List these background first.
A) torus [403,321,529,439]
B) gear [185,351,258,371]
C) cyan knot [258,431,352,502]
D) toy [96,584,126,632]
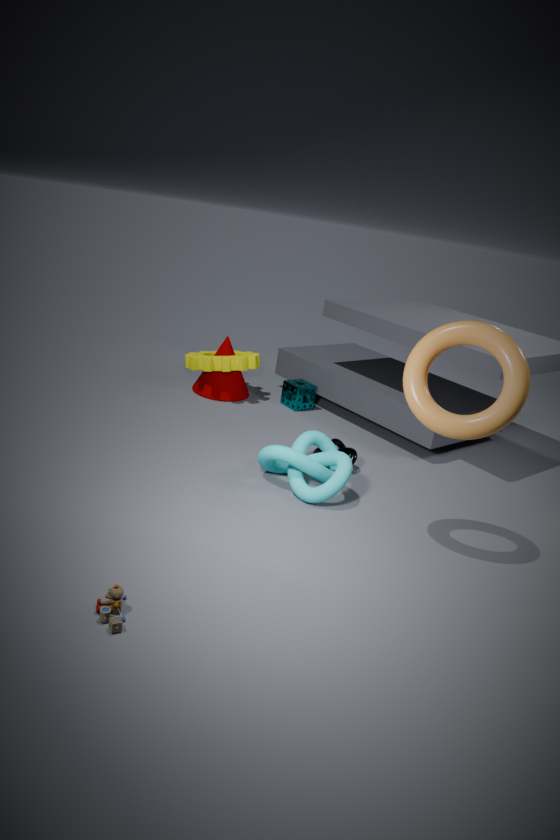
gear [185,351,258,371], cyan knot [258,431,352,502], torus [403,321,529,439], toy [96,584,126,632]
